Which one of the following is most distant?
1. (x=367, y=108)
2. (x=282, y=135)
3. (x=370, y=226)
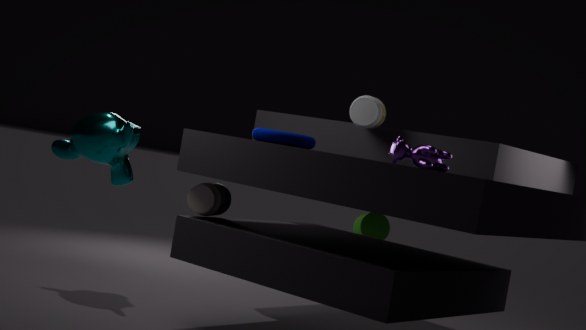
(x=370, y=226)
